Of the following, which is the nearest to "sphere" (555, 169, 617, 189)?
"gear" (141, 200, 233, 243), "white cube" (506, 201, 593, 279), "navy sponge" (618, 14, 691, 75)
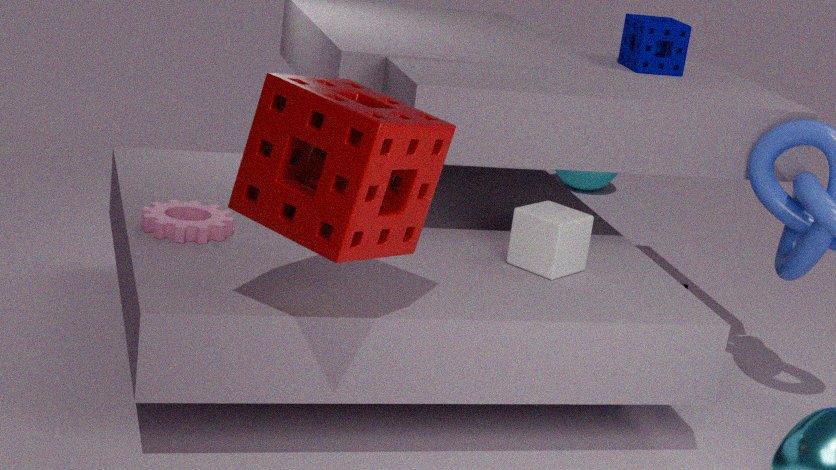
"navy sponge" (618, 14, 691, 75)
